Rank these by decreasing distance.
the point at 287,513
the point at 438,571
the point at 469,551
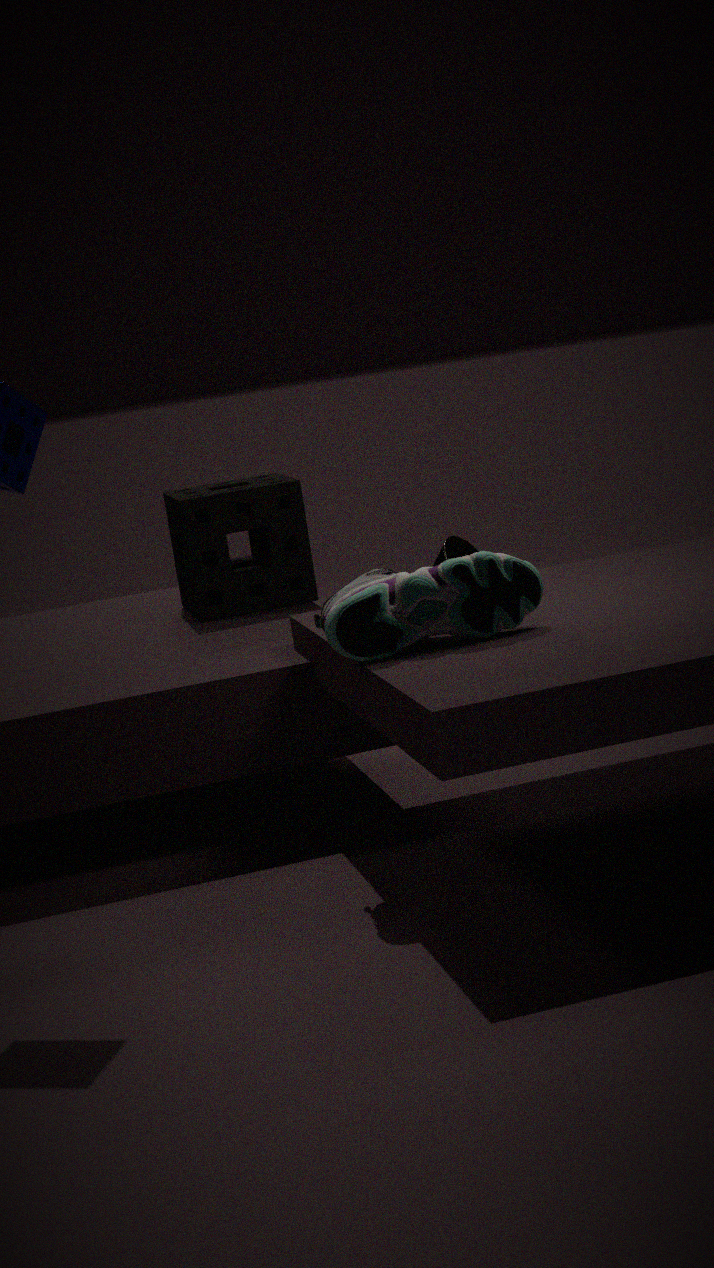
the point at 287,513
the point at 469,551
the point at 438,571
